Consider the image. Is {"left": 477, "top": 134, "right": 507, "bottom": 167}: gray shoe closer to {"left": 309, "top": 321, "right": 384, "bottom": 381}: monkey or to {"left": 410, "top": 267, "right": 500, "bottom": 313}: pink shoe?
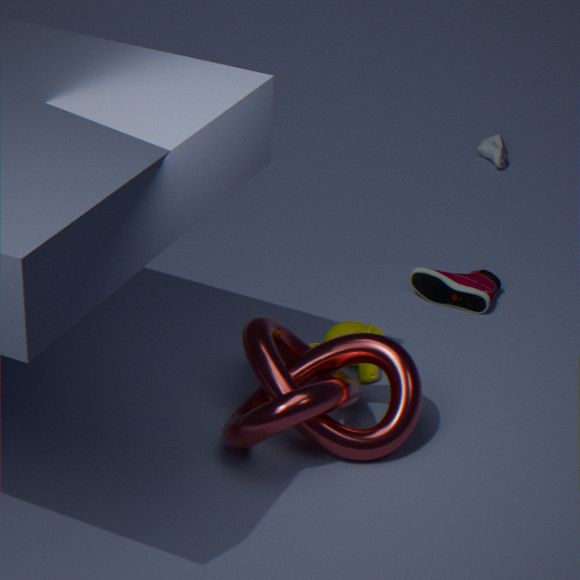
{"left": 410, "top": 267, "right": 500, "bottom": 313}: pink shoe
